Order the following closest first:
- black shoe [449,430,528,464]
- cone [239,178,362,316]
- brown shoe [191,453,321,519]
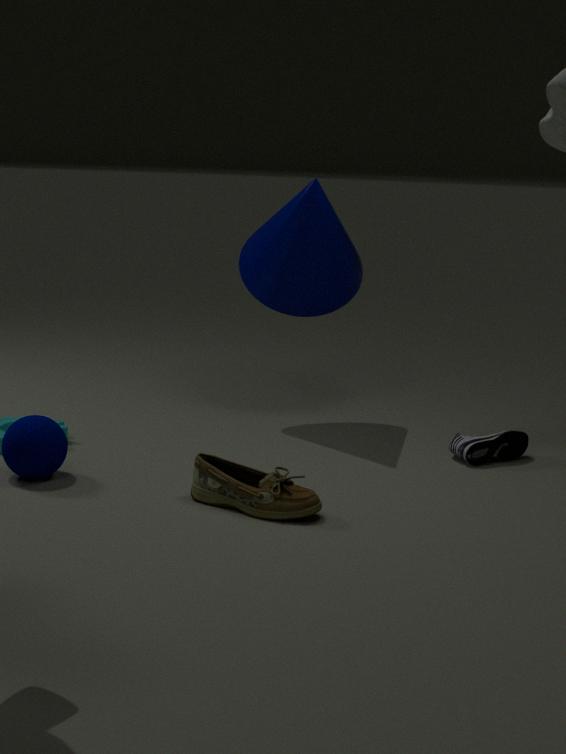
brown shoe [191,453,321,519], black shoe [449,430,528,464], cone [239,178,362,316]
